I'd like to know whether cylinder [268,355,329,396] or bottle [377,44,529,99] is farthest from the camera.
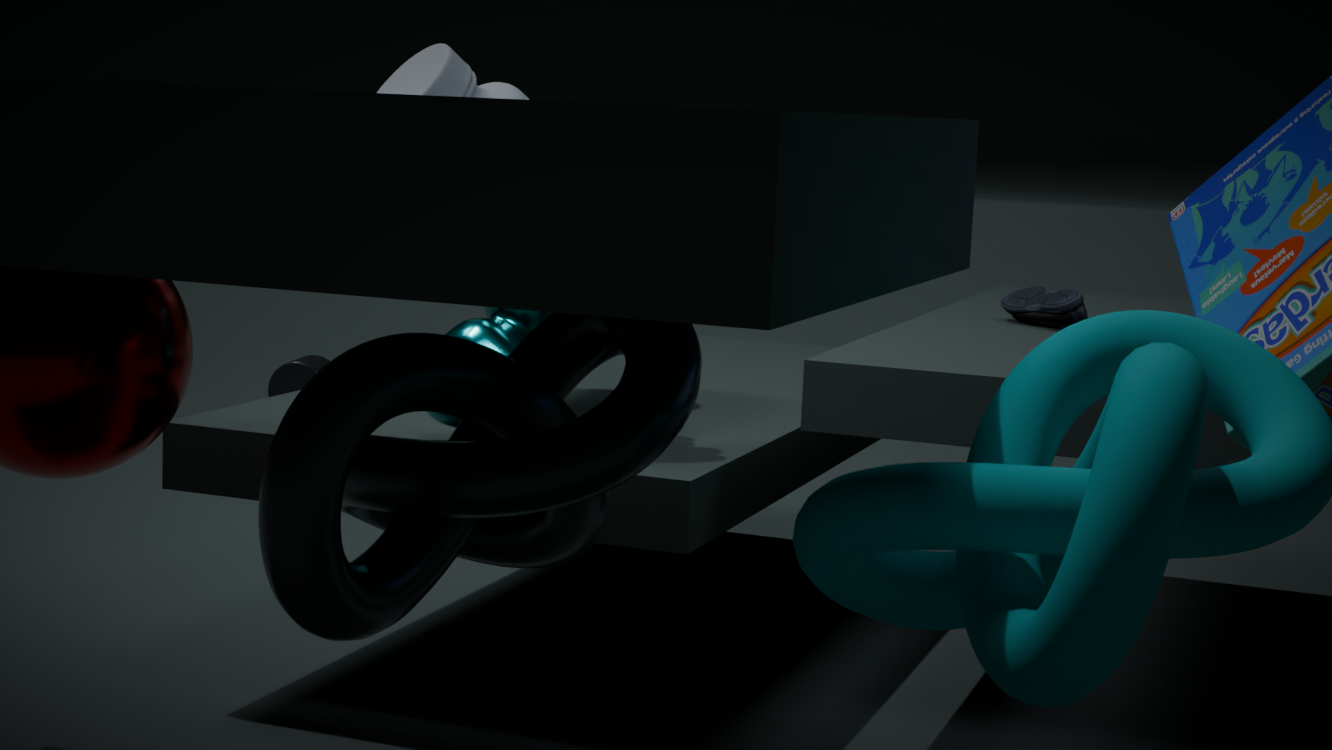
cylinder [268,355,329,396]
